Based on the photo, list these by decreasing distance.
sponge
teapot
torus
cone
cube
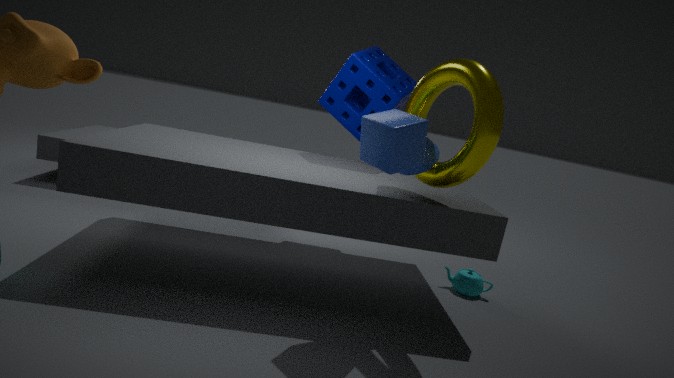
sponge < teapot < cone < torus < cube
